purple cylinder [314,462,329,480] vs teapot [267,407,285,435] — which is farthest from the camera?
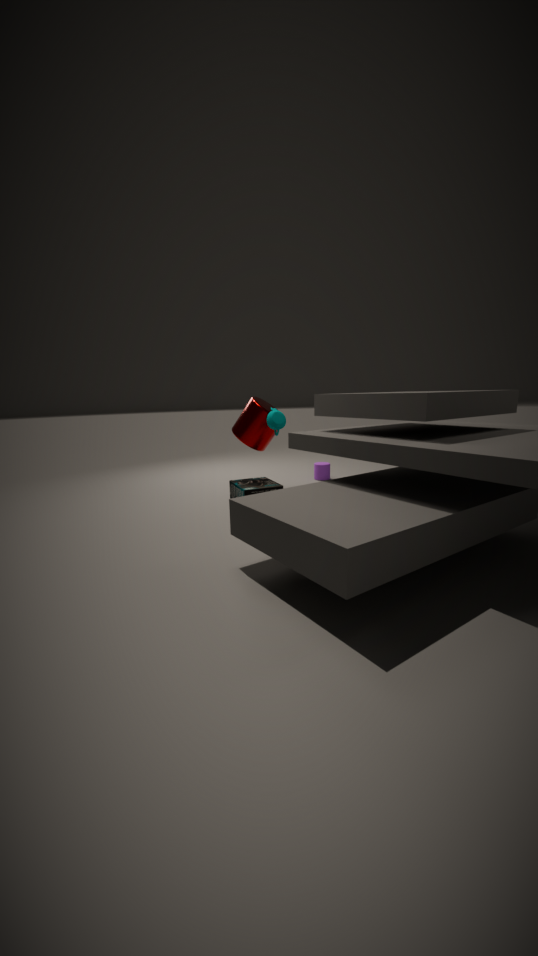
purple cylinder [314,462,329,480]
